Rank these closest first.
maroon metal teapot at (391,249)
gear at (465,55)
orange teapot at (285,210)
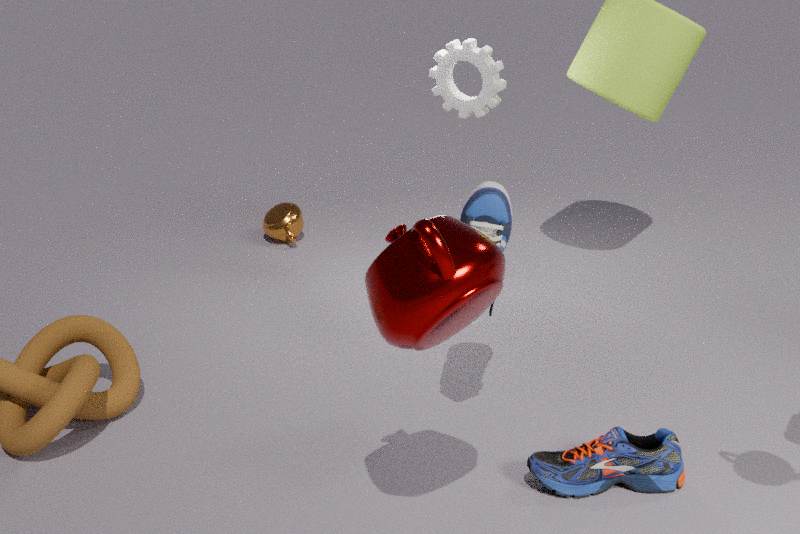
maroon metal teapot at (391,249) → gear at (465,55) → orange teapot at (285,210)
